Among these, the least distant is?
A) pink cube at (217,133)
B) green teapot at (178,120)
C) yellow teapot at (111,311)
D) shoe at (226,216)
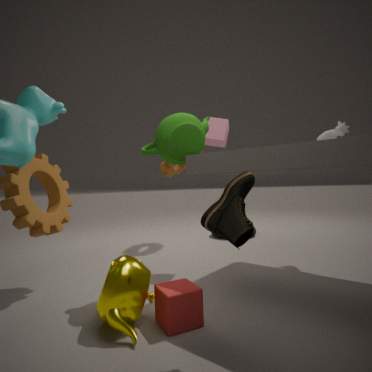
shoe at (226,216)
